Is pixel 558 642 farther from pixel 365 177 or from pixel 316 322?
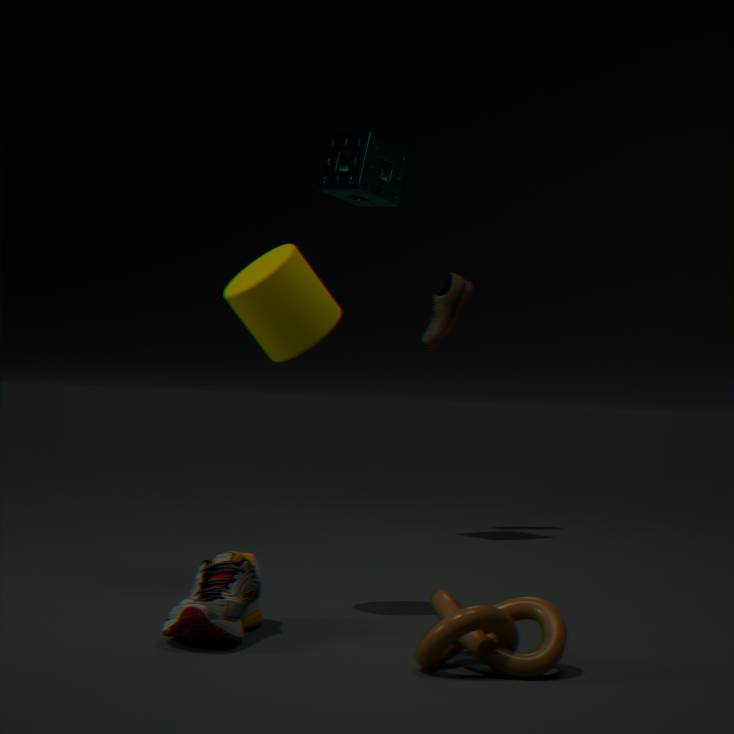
pixel 365 177
